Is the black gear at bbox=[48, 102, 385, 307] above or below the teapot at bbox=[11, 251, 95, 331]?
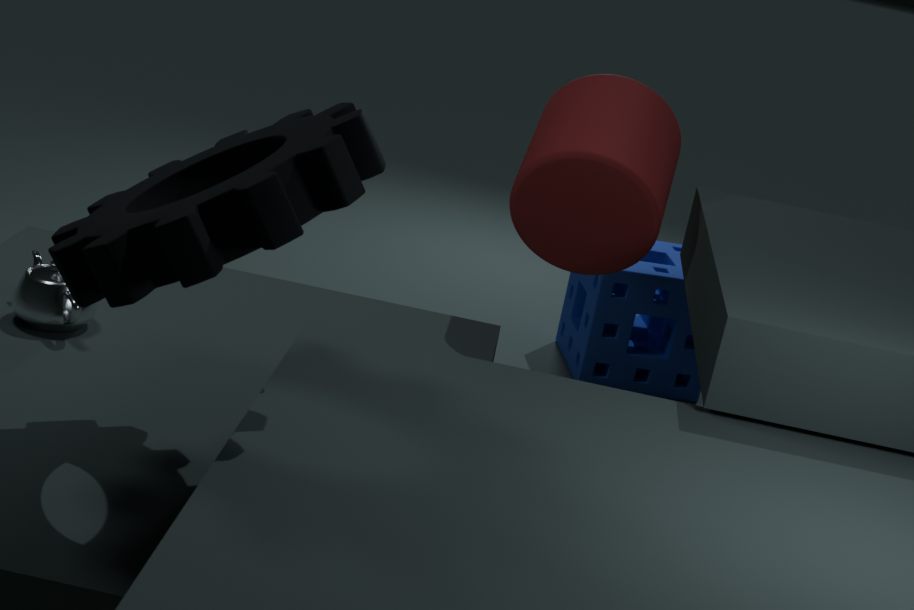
above
